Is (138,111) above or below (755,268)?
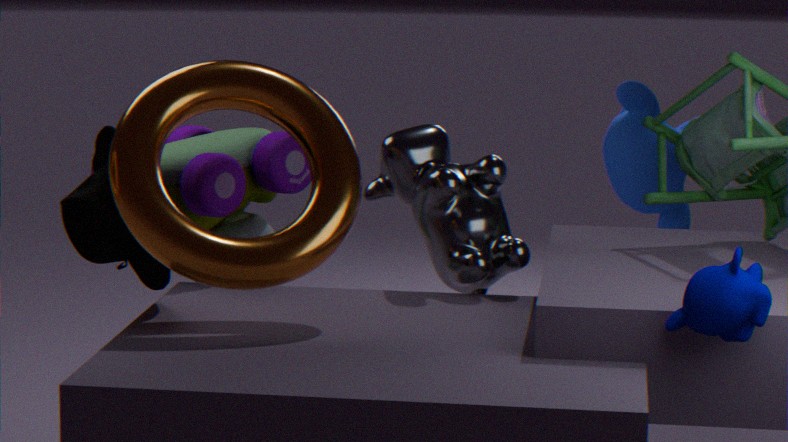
above
